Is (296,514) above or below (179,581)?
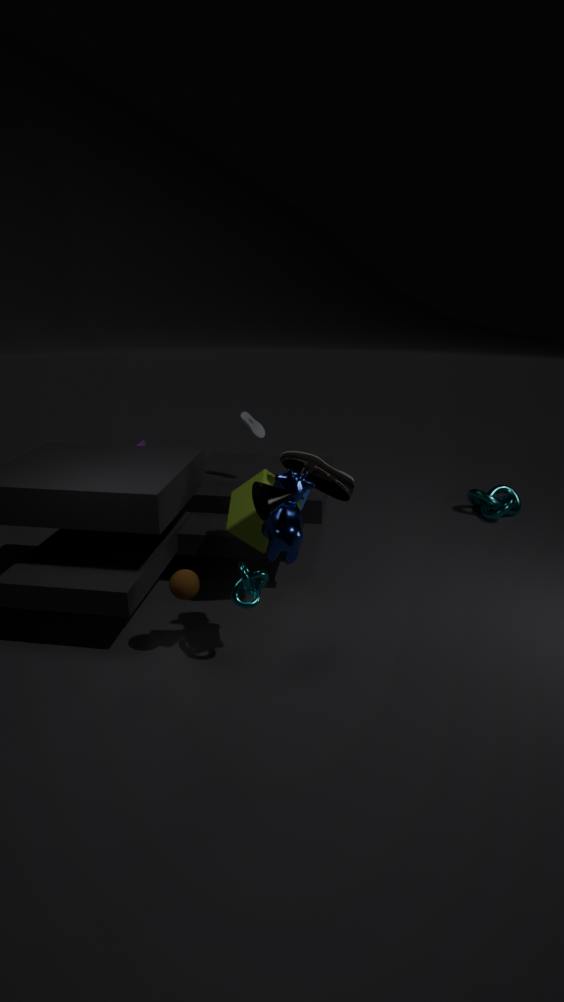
above
